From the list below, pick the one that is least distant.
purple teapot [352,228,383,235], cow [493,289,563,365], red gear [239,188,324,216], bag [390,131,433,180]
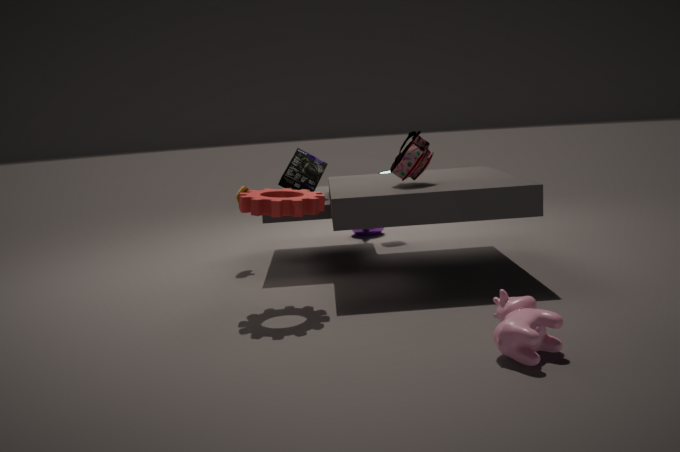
cow [493,289,563,365]
